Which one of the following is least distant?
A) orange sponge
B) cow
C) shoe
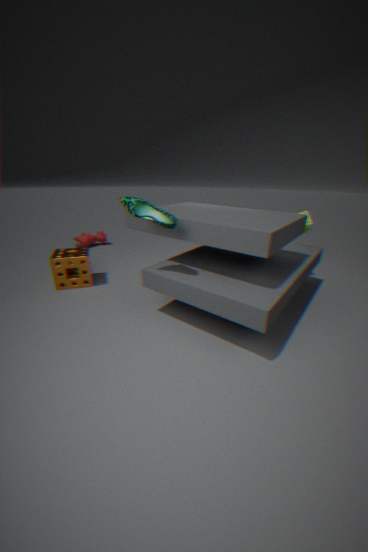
shoe
